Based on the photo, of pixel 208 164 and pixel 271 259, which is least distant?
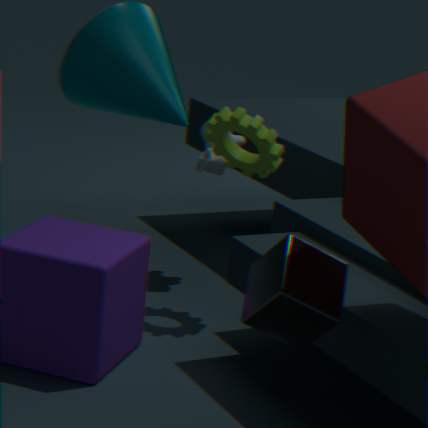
pixel 271 259
